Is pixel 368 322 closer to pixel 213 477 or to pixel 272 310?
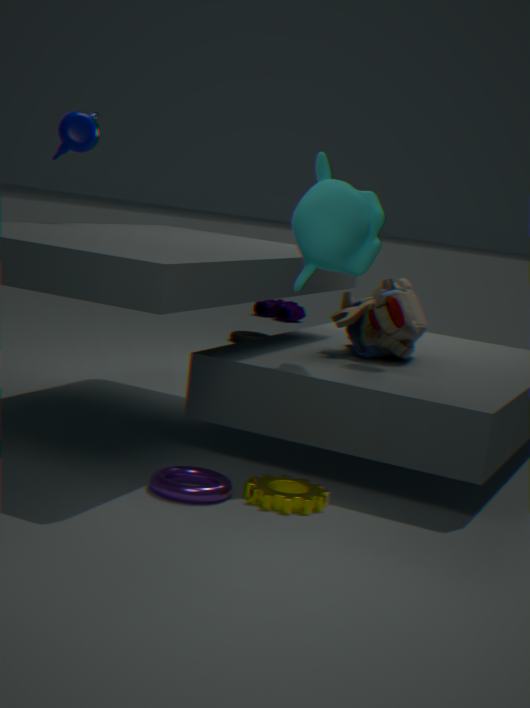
pixel 213 477
